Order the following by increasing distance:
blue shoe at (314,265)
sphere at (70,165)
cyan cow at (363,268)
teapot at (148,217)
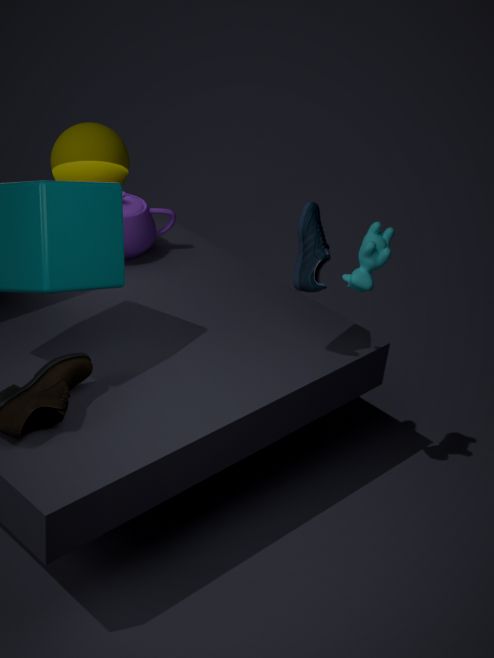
cyan cow at (363,268) → blue shoe at (314,265) → teapot at (148,217) → sphere at (70,165)
